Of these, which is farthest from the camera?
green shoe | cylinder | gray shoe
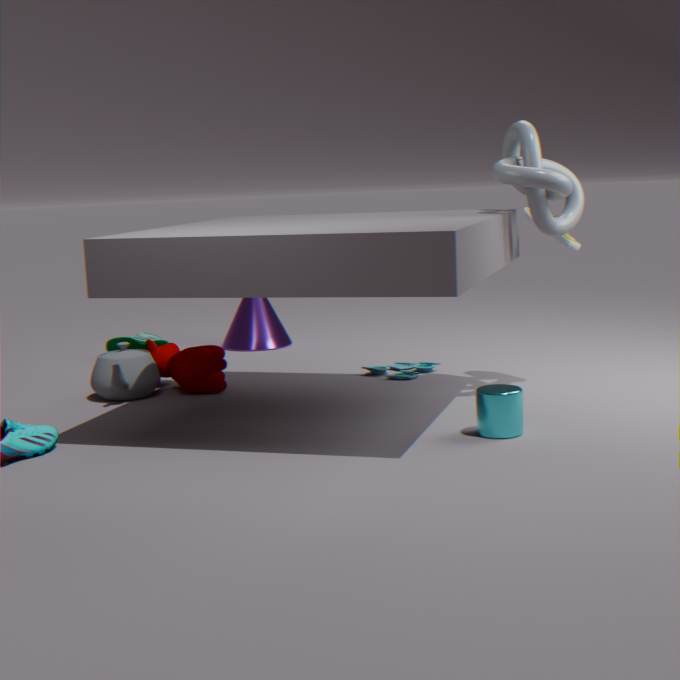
green shoe
